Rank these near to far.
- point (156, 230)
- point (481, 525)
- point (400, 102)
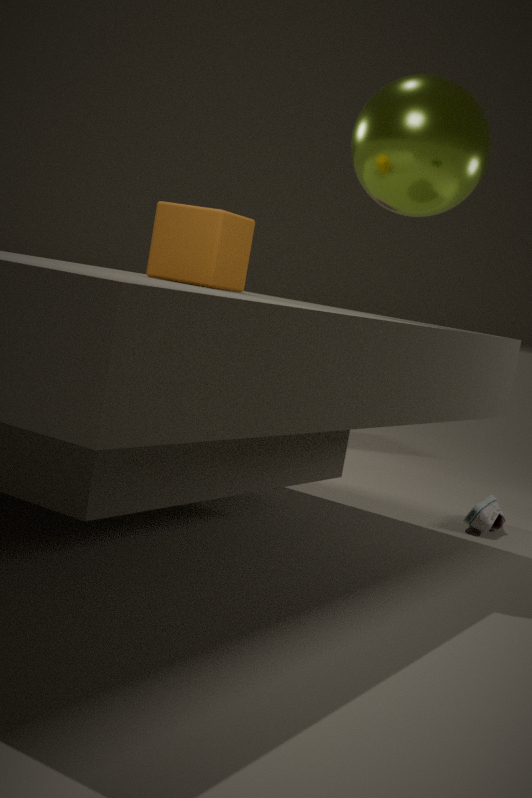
1. point (156, 230)
2. point (400, 102)
3. point (481, 525)
